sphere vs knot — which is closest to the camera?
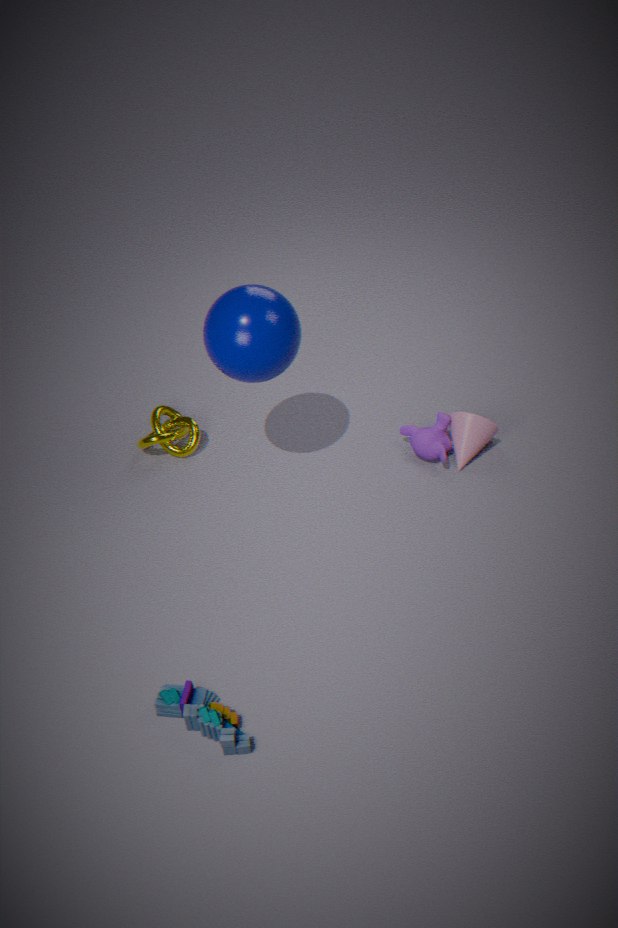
sphere
